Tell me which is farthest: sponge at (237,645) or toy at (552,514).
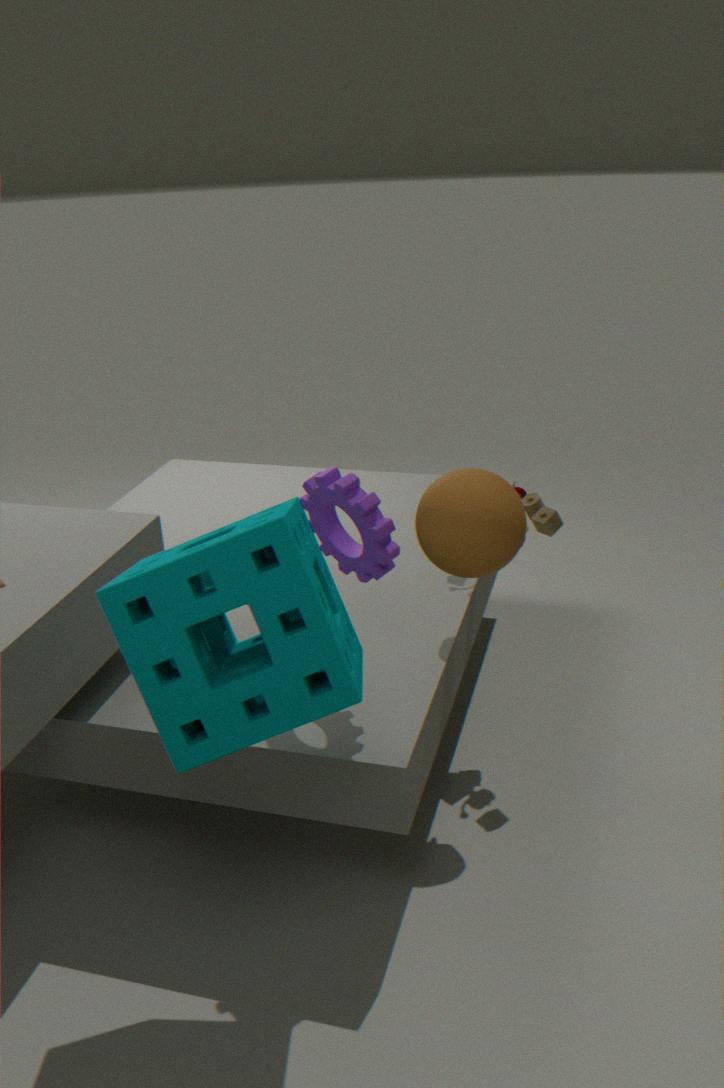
toy at (552,514)
